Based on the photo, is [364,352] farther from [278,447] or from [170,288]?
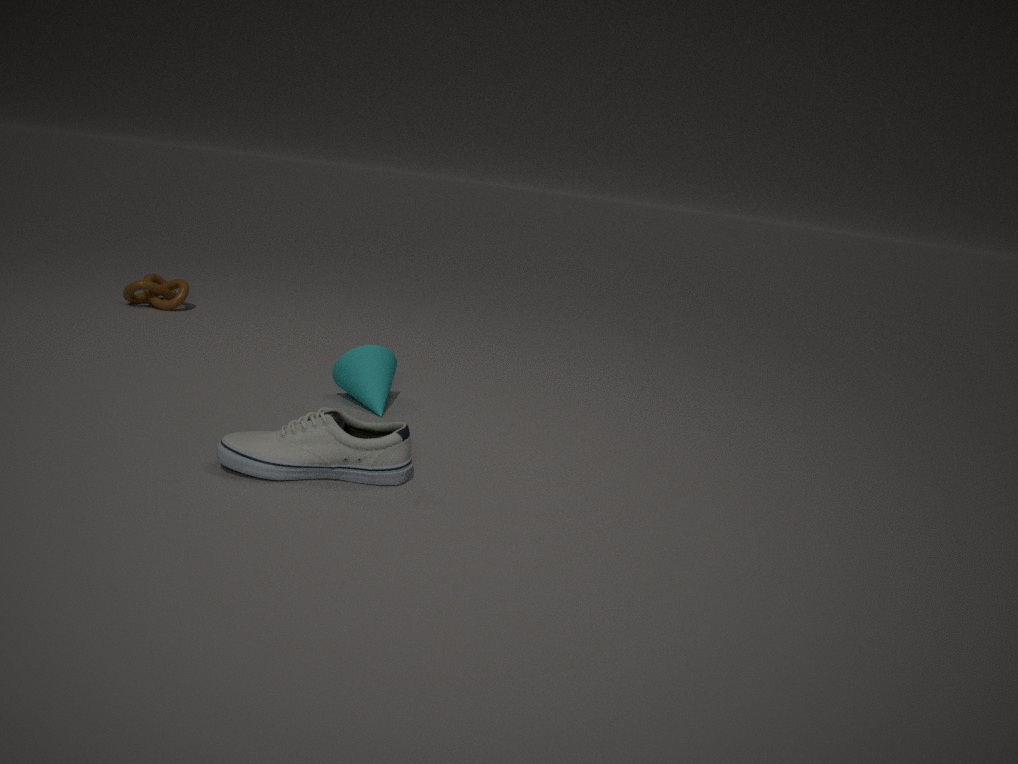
[170,288]
